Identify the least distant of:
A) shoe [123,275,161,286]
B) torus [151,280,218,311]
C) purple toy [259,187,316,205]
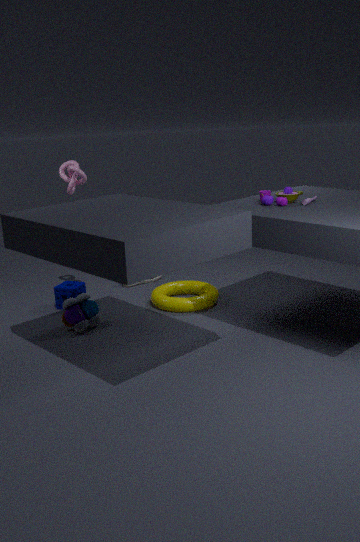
purple toy [259,187,316,205]
